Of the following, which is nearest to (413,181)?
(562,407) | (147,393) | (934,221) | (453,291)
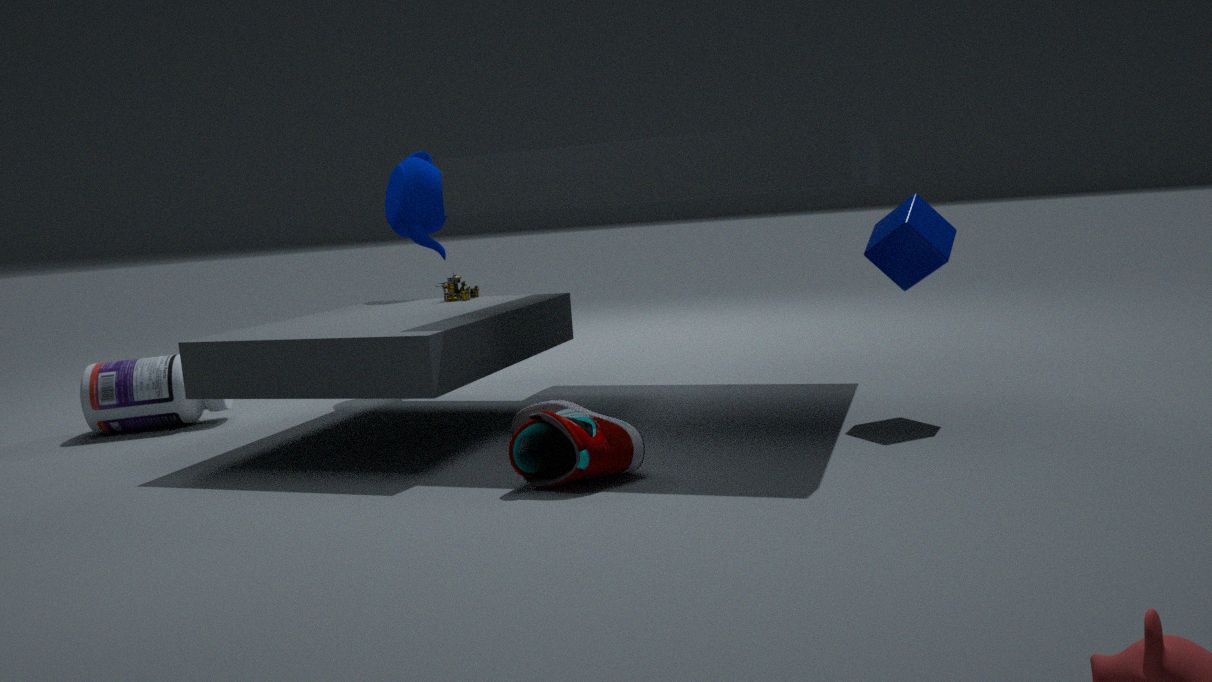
(453,291)
